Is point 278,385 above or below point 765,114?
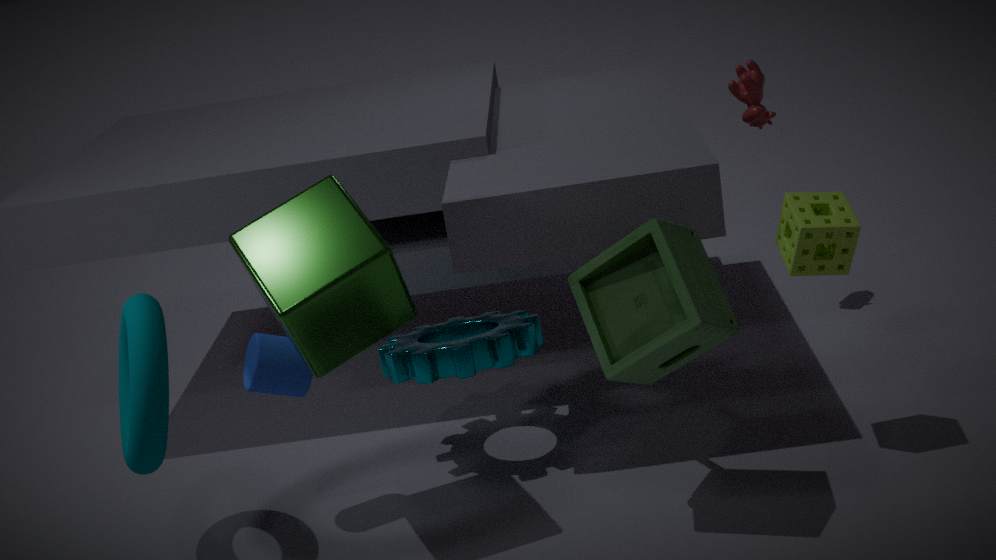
below
